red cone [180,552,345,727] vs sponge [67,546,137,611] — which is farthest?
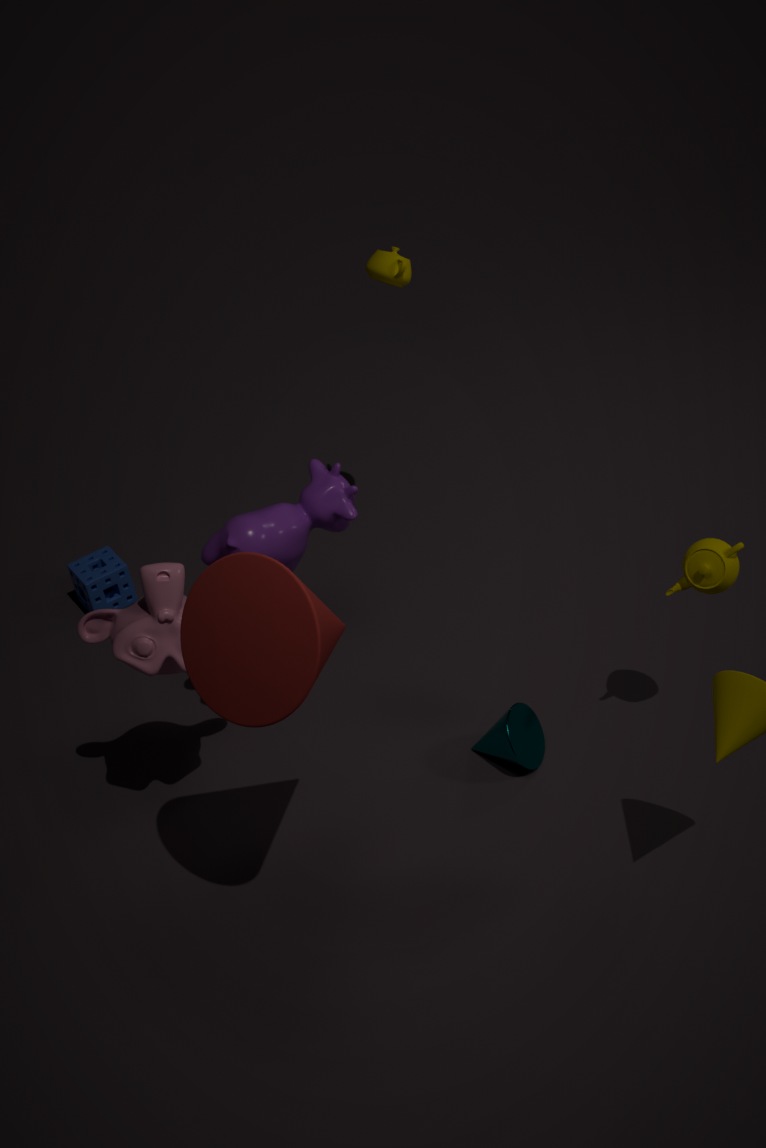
sponge [67,546,137,611]
